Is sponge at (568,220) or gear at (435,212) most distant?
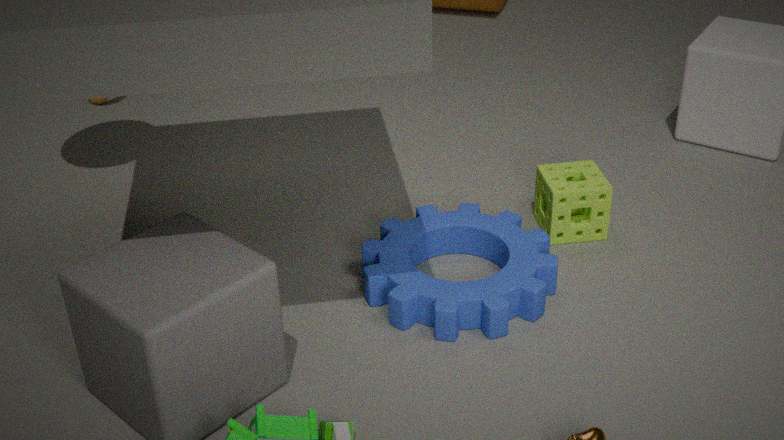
sponge at (568,220)
